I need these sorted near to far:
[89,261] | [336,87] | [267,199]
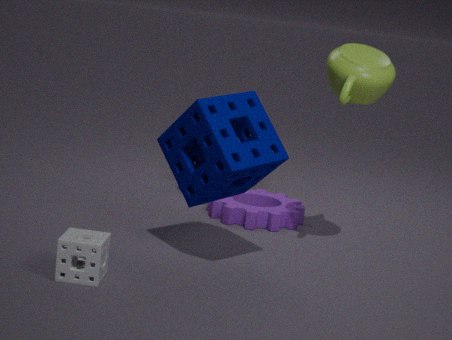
[89,261] < [336,87] < [267,199]
